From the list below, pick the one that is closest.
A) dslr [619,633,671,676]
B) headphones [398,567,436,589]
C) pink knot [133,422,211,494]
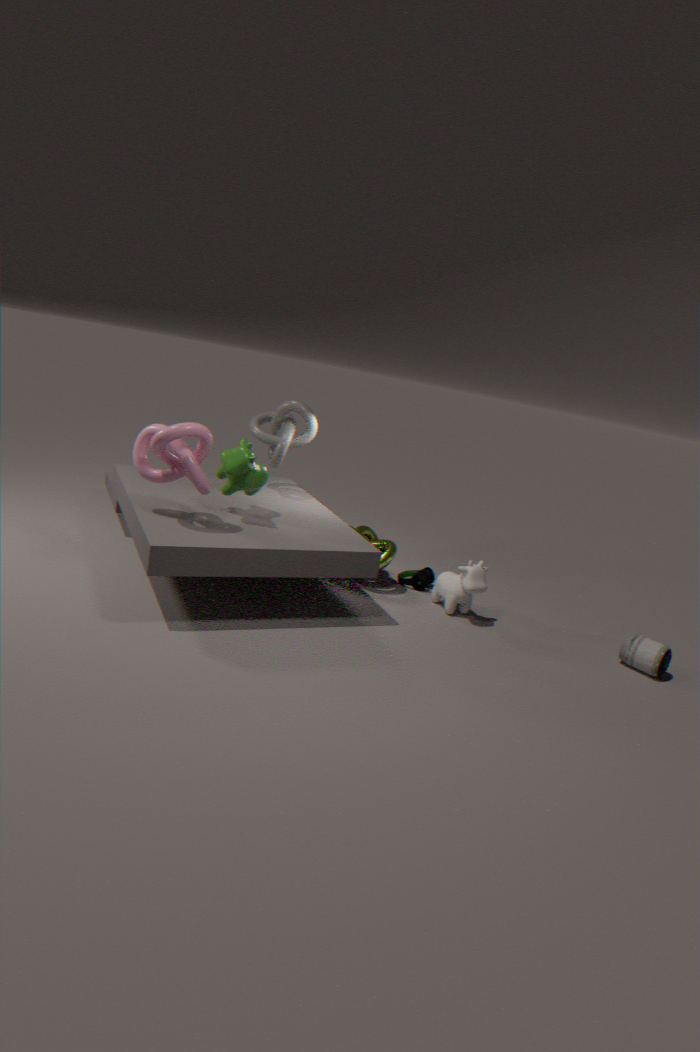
pink knot [133,422,211,494]
